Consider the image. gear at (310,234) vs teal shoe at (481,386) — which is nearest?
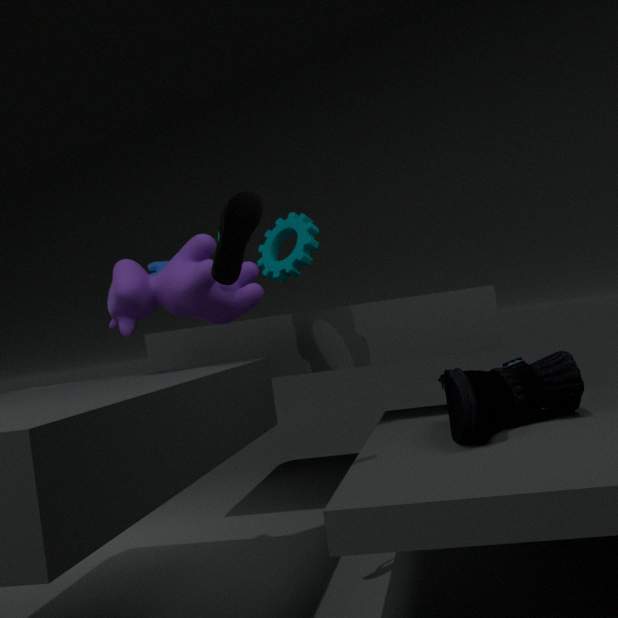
teal shoe at (481,386)
